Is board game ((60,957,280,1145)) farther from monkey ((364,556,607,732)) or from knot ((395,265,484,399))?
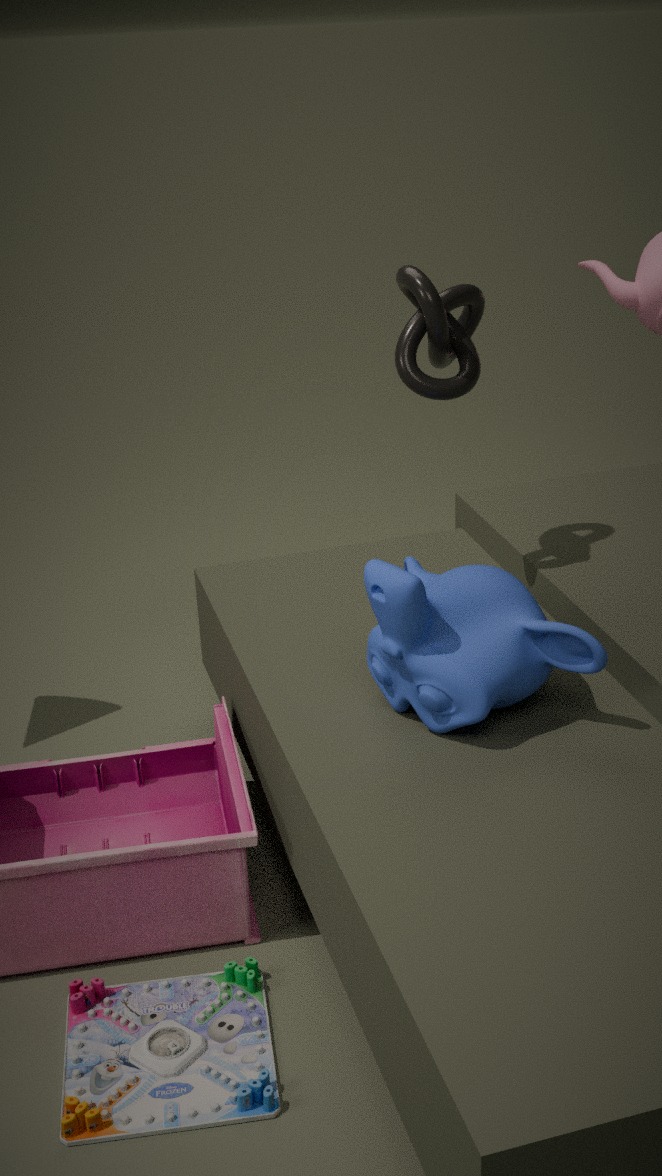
knot ((395,265,484,399))
